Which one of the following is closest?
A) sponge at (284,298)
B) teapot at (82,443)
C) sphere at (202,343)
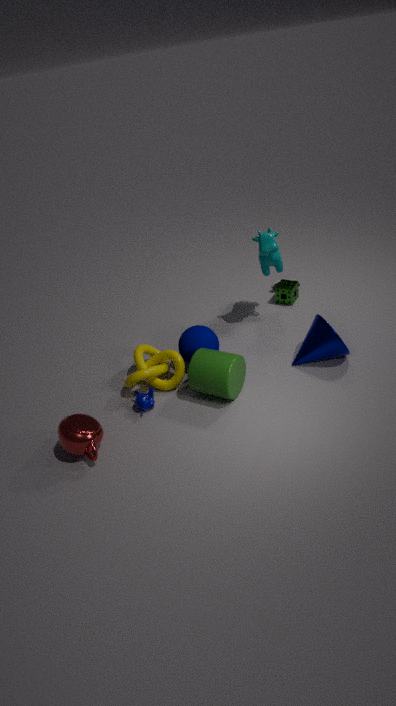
teapot at (82,443)
